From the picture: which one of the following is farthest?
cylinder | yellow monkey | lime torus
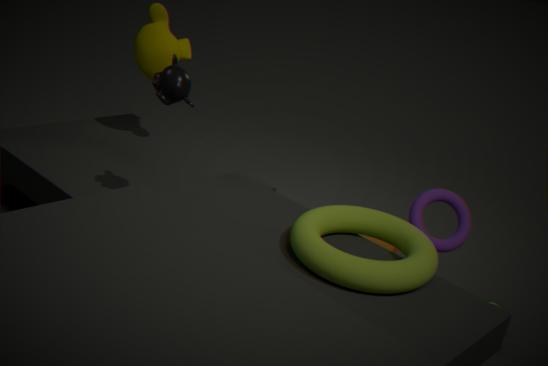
yellow monkey
